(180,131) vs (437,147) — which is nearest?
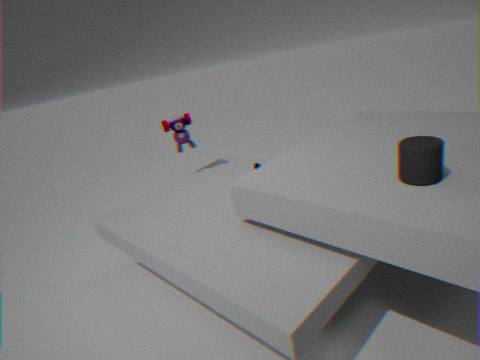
(437,147)
